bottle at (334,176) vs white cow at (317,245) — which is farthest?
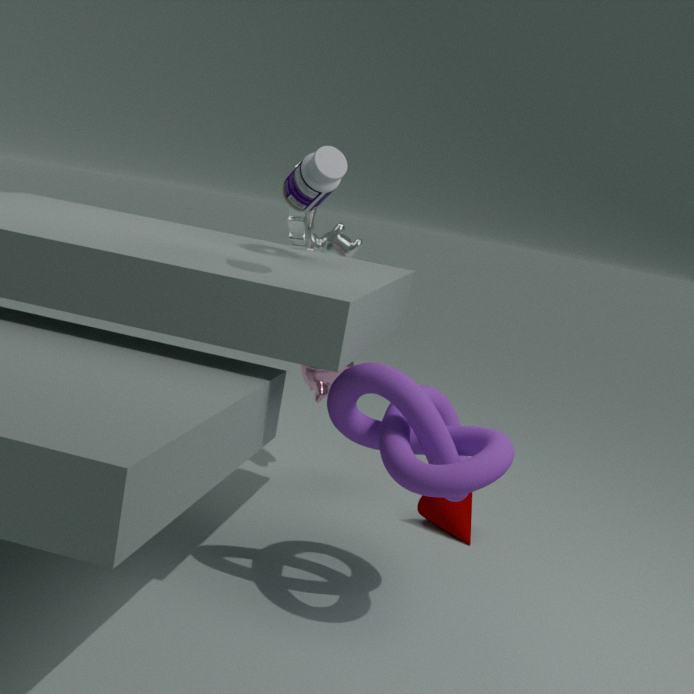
white cow at (317,245)
